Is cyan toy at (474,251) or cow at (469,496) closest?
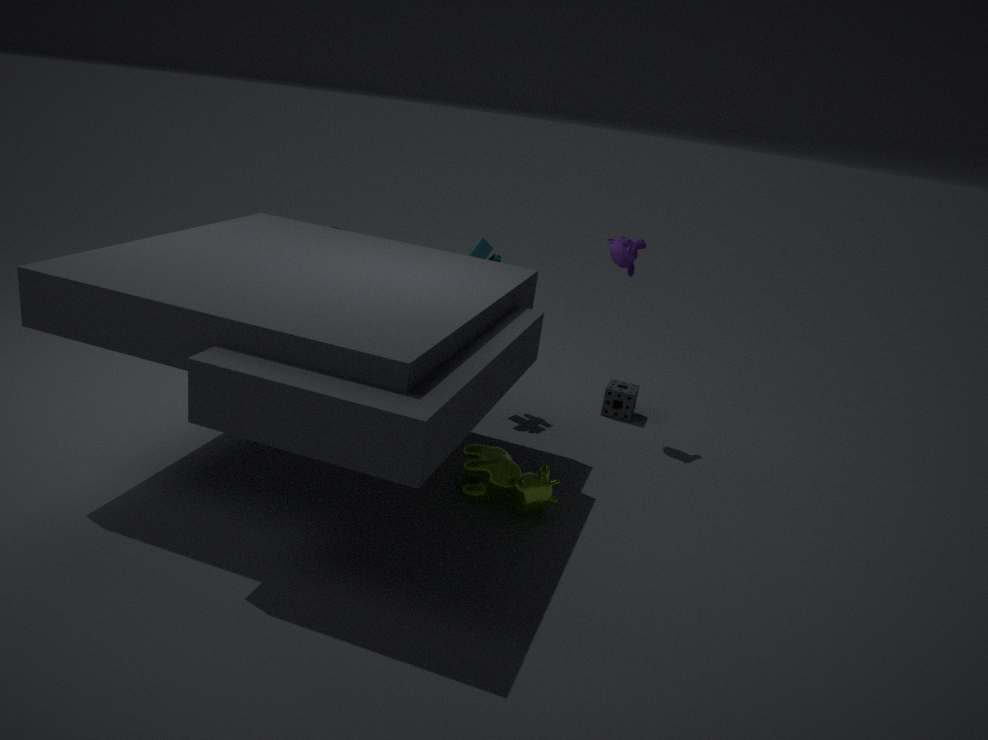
cow at (469,496)
